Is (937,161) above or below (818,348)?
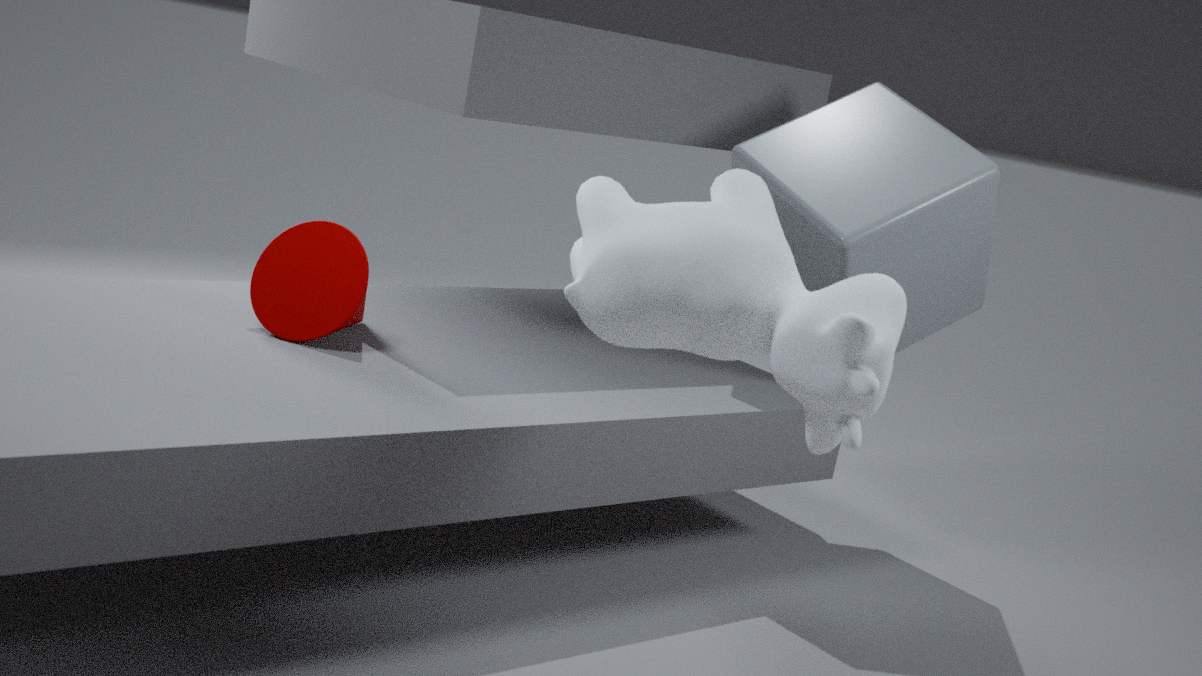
above
